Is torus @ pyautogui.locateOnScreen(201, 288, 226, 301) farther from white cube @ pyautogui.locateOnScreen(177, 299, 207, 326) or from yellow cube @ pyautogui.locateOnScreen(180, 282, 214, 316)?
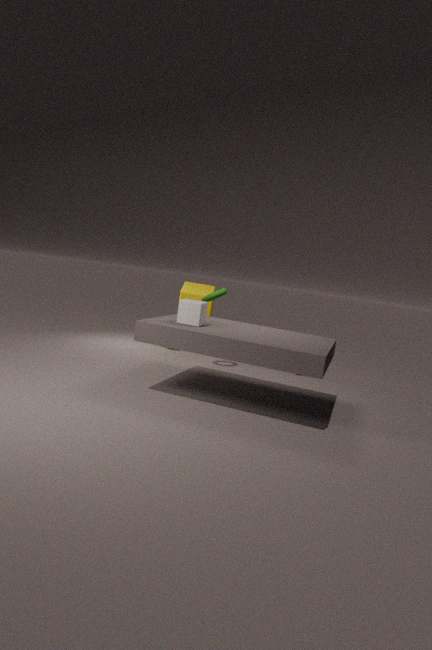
white cube @ pyautogui.locateOnScreen(177, 299, 207, 326)
